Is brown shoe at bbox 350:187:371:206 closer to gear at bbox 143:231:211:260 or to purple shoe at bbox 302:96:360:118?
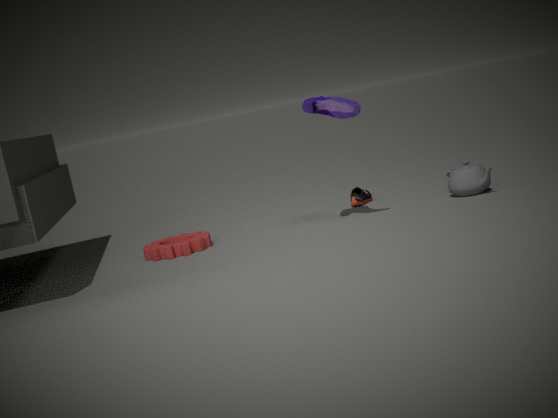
purple shoe at bbox 302:96:360:118
